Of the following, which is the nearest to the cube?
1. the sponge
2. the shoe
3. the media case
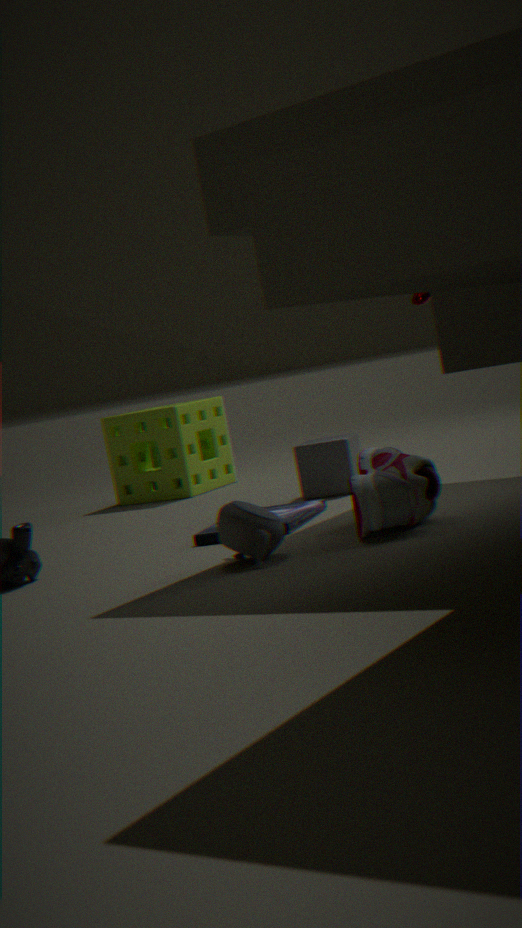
the media case
